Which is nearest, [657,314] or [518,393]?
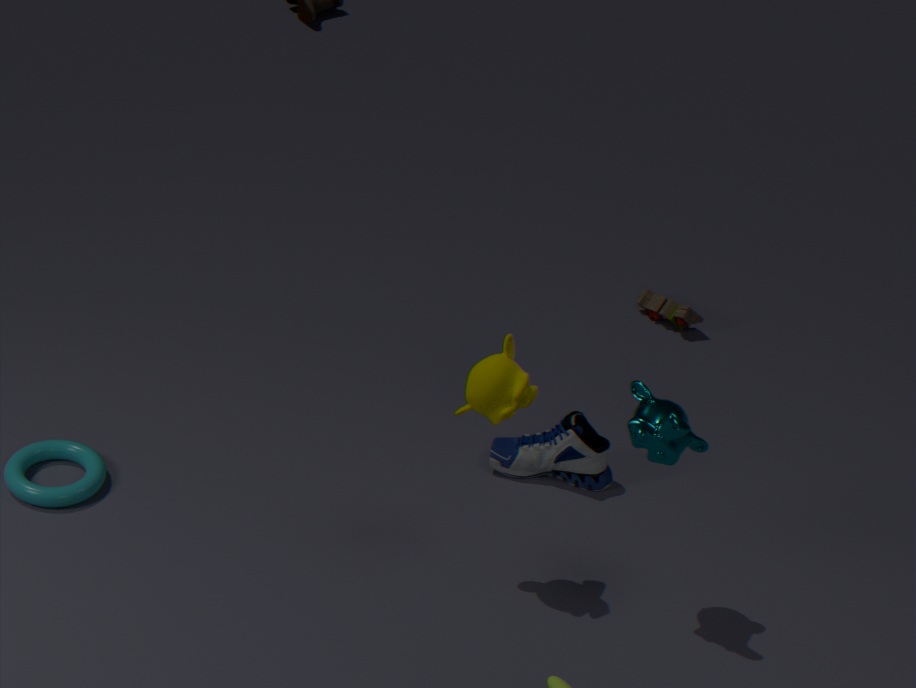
[518,393]
